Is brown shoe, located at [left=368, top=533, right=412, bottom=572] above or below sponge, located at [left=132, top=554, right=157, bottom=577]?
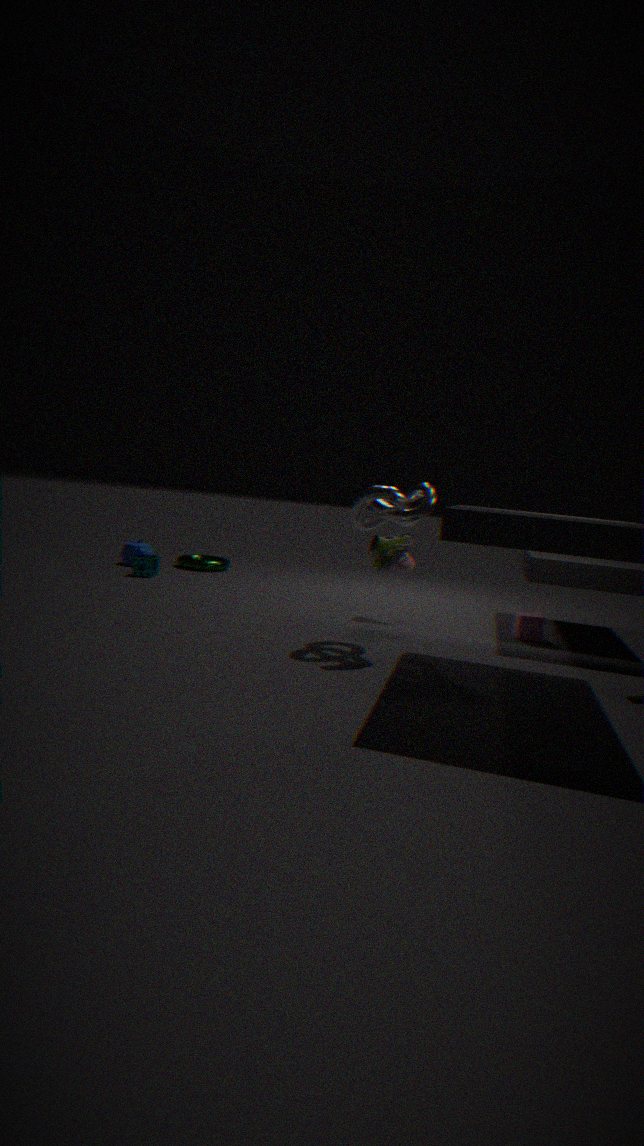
above
